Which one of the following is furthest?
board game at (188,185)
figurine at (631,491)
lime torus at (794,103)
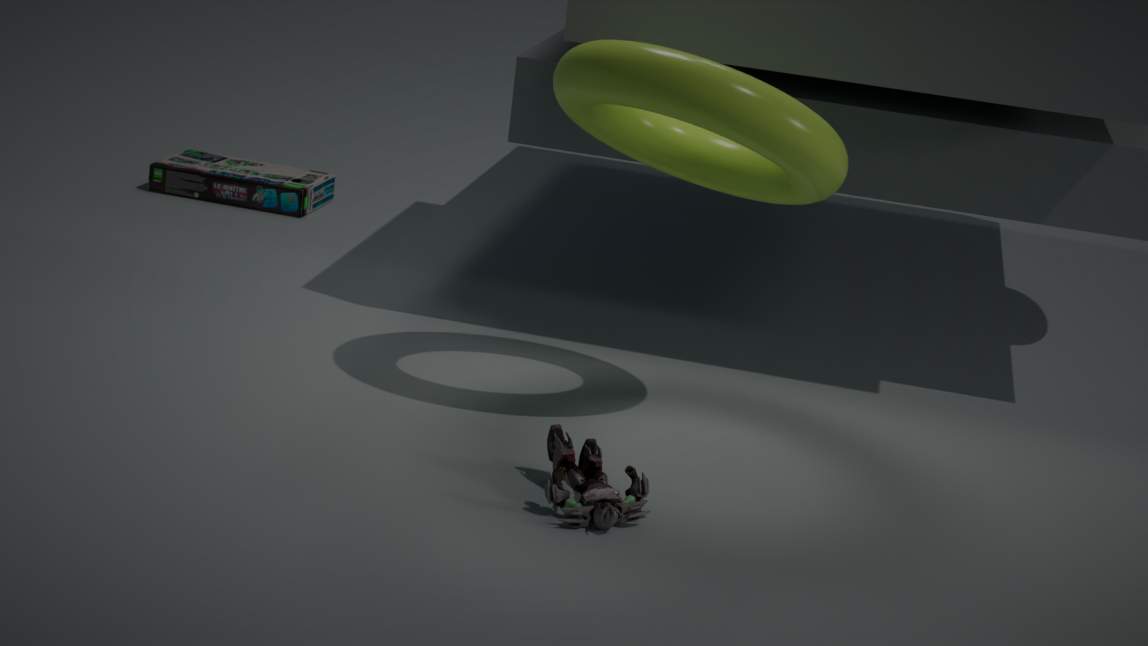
board game at (188,185)
